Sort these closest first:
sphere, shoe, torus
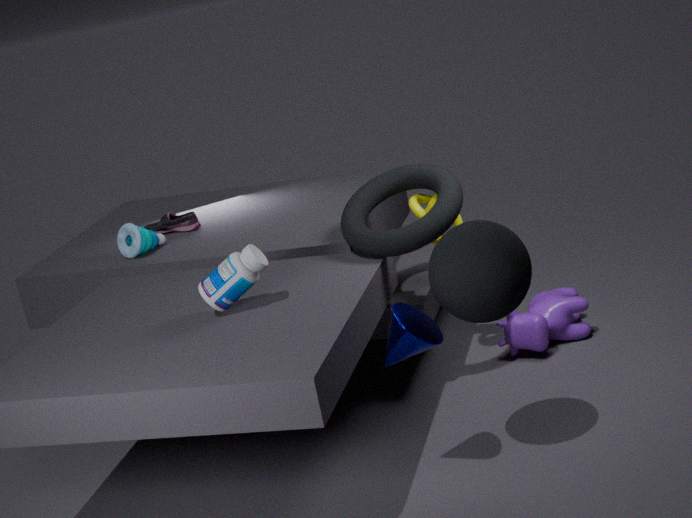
sphere → torus → shoe
